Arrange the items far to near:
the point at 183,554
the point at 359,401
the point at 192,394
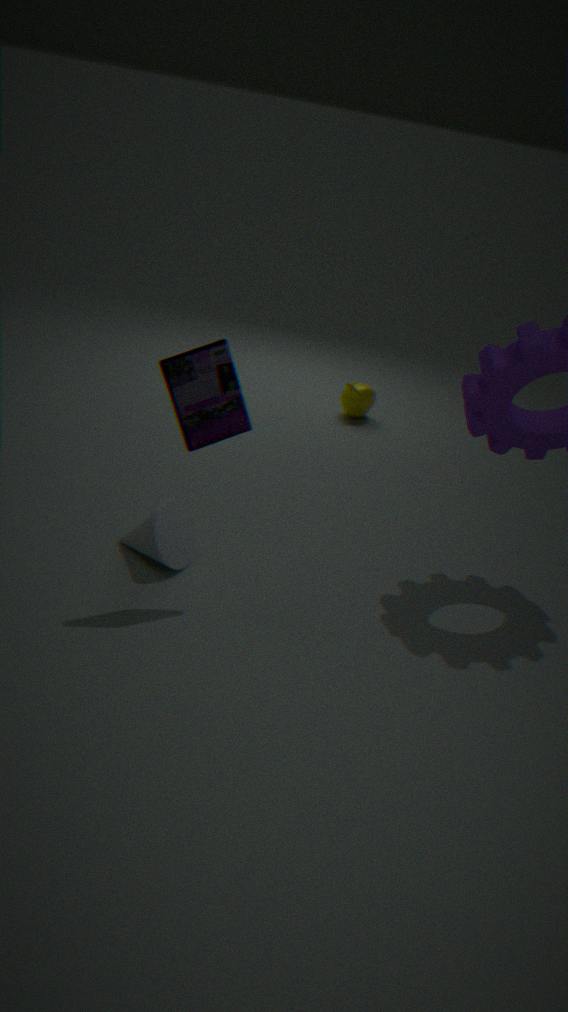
the point at 359,401 < the point at 183,554 < the point at 192,394
